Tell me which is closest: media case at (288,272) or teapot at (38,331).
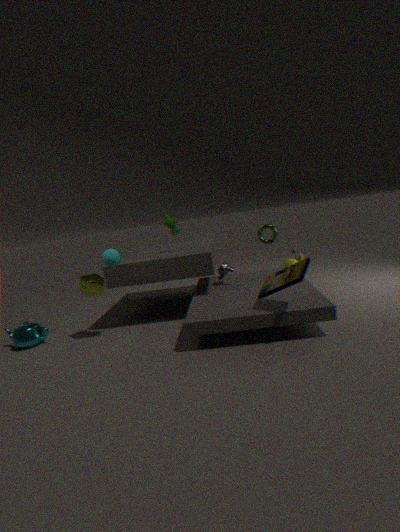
media case at (288,272)
